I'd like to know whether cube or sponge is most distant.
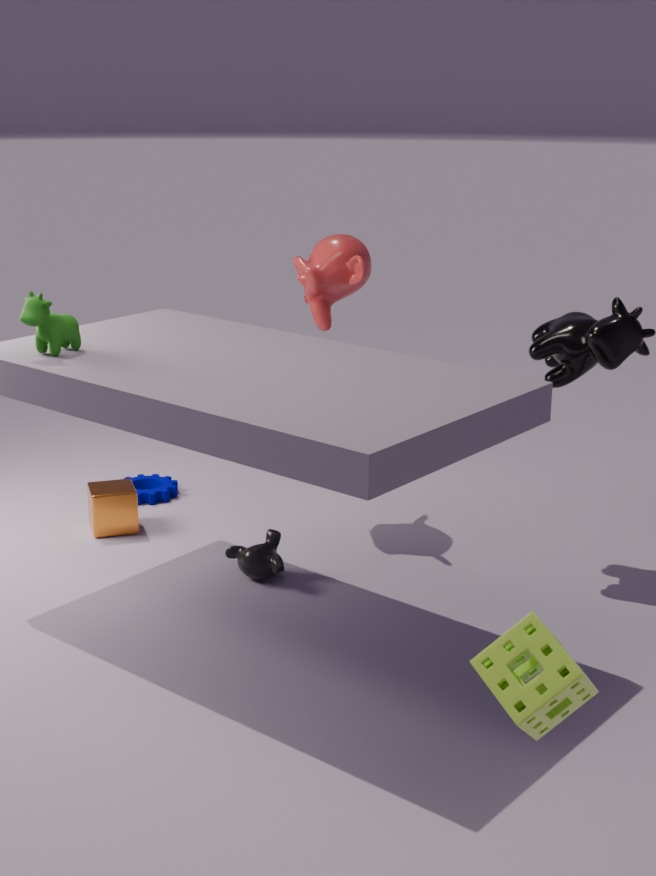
cube
